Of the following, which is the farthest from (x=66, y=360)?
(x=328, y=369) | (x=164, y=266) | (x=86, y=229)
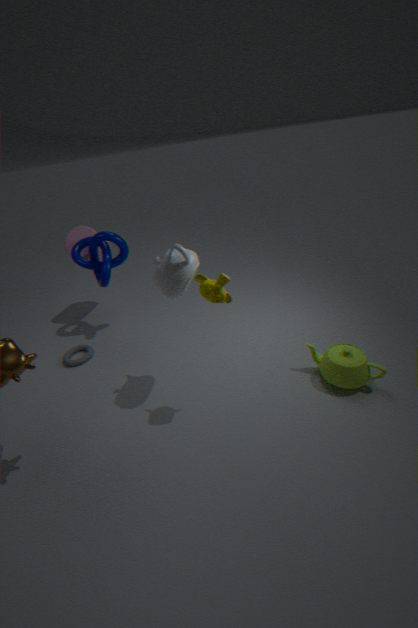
(x=328, y=369)
